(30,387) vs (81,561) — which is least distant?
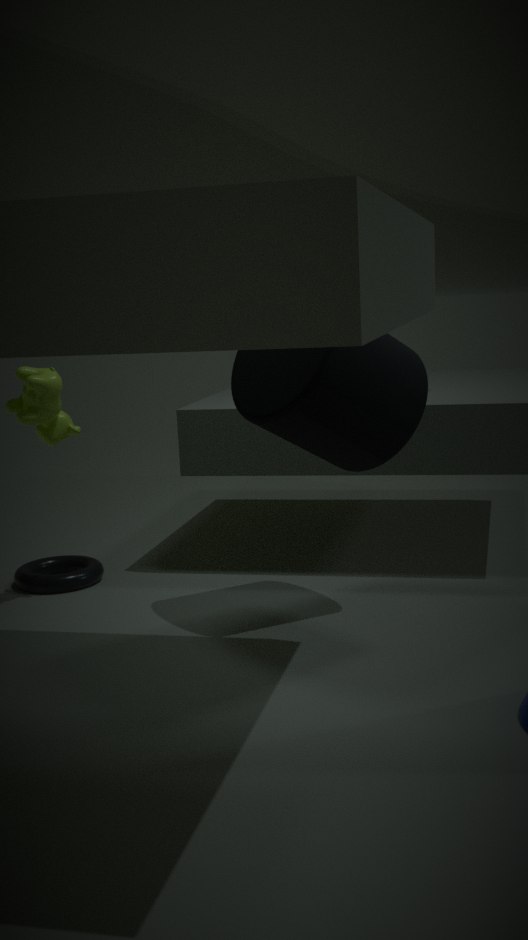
(30,387)
